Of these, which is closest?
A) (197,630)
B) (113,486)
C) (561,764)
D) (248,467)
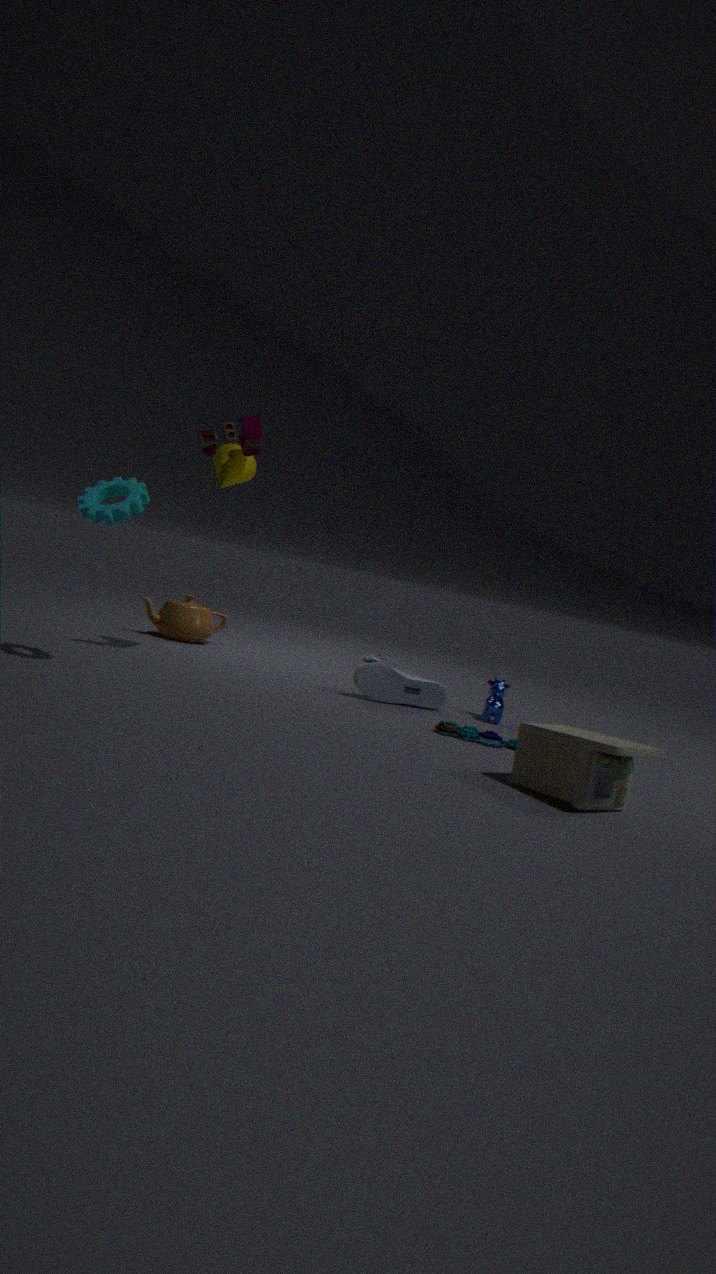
(561,764)
